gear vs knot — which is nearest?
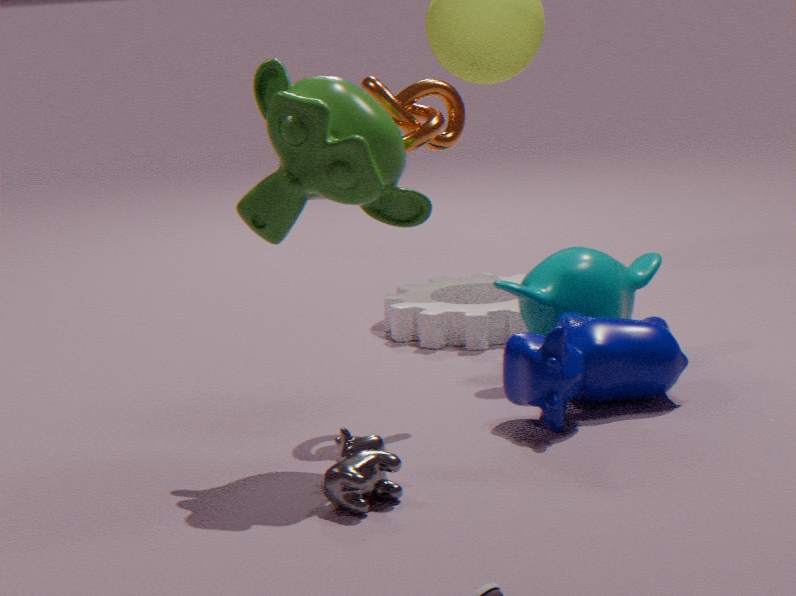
knot
